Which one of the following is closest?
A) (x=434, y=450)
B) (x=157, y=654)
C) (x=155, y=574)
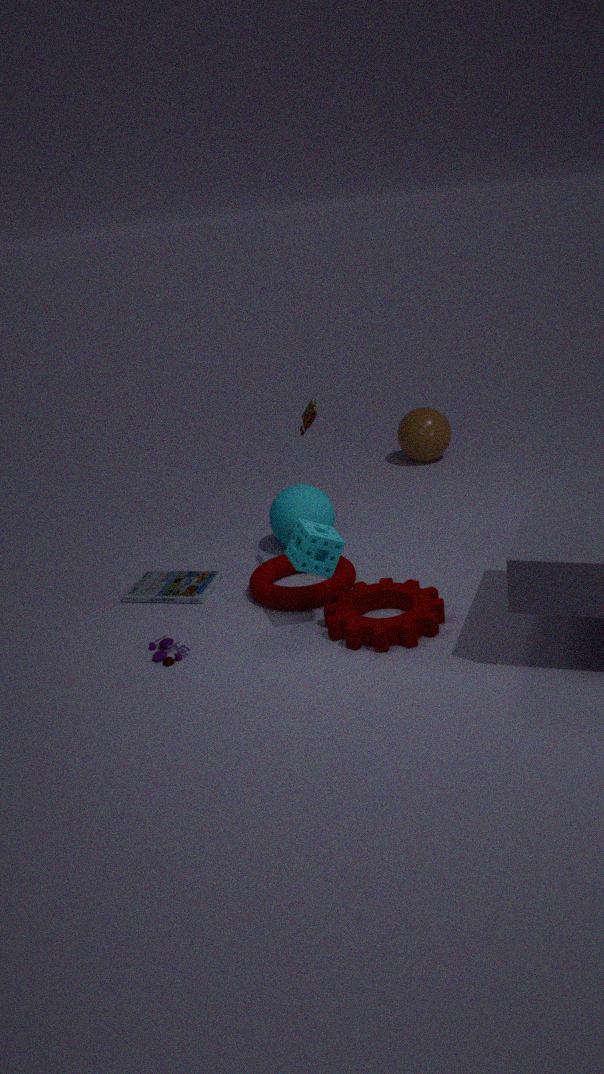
(x=157, y=654)
